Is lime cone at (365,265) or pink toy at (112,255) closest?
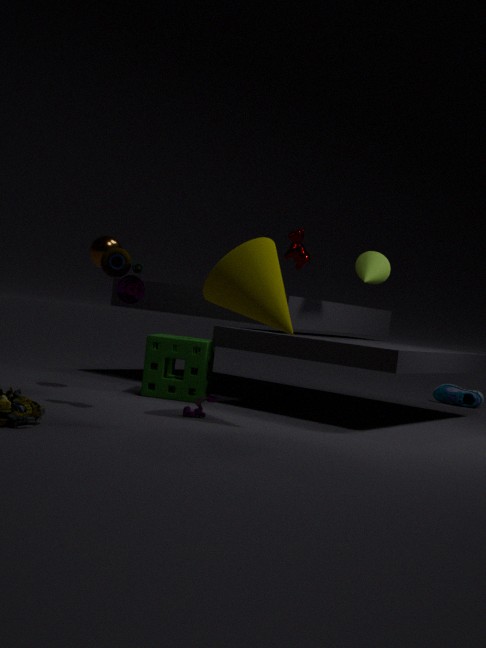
pink toy at (112,255)
